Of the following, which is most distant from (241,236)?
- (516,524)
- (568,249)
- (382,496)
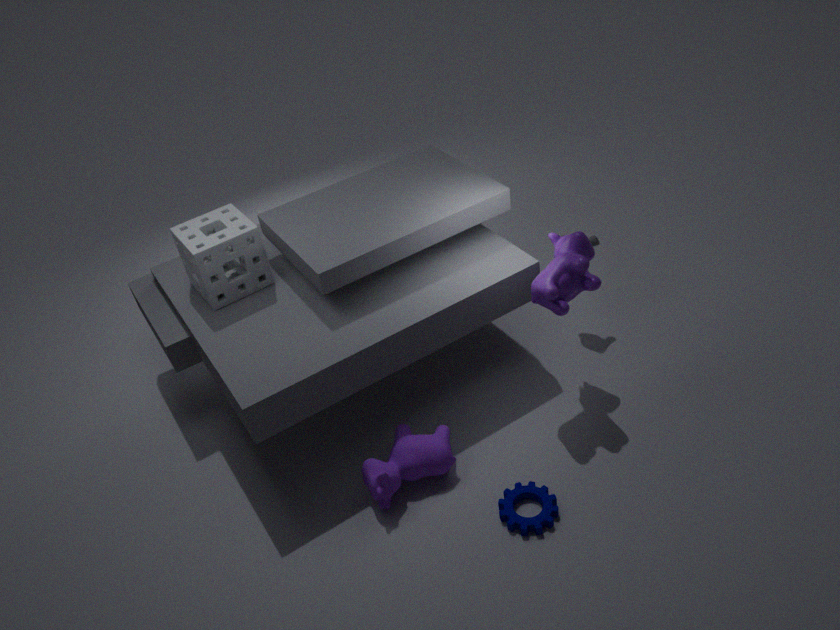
(516,524)
